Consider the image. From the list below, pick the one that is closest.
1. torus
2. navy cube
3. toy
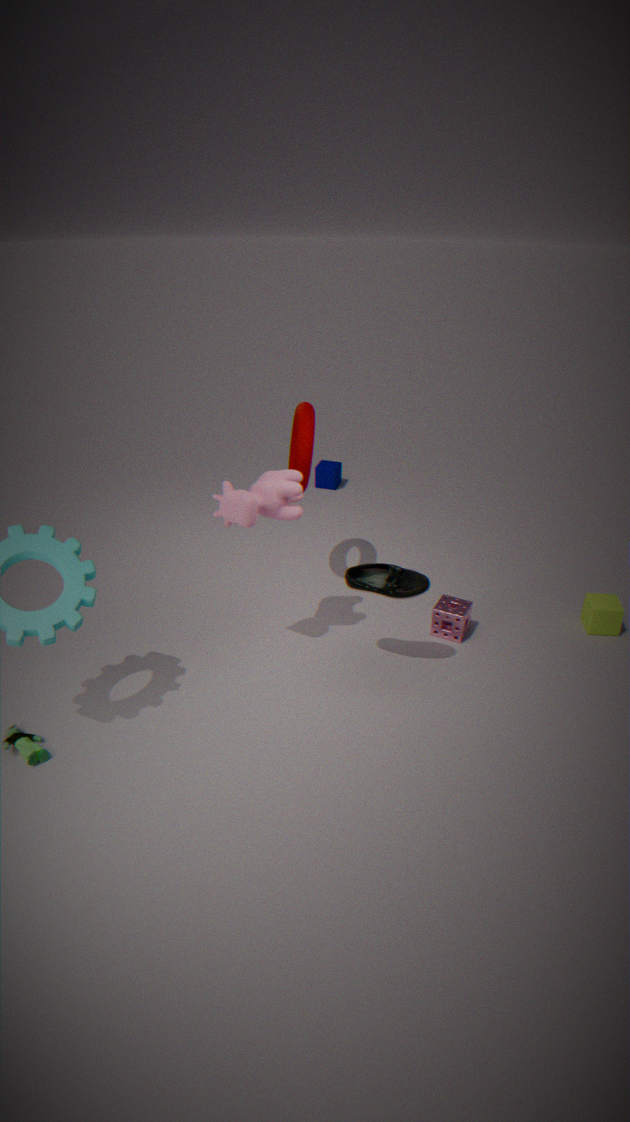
toy
